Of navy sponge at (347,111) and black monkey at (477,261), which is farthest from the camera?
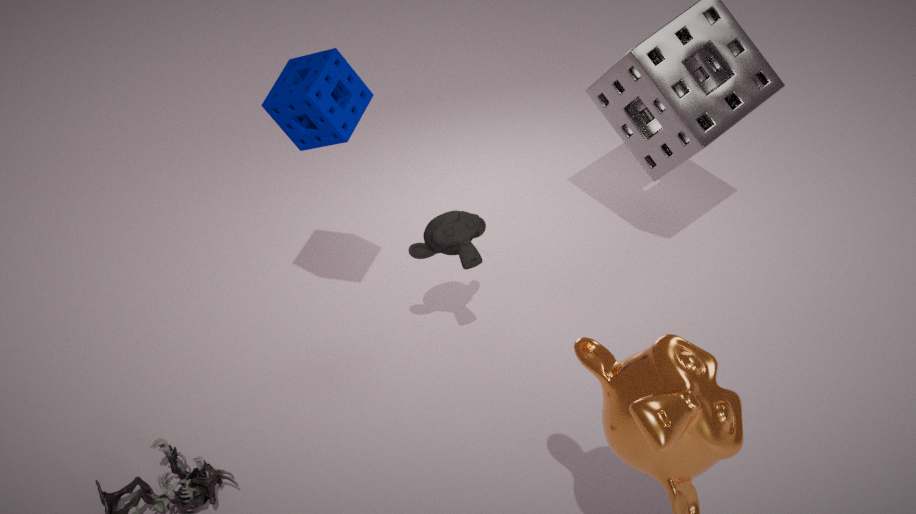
black monkey at (477,261)
